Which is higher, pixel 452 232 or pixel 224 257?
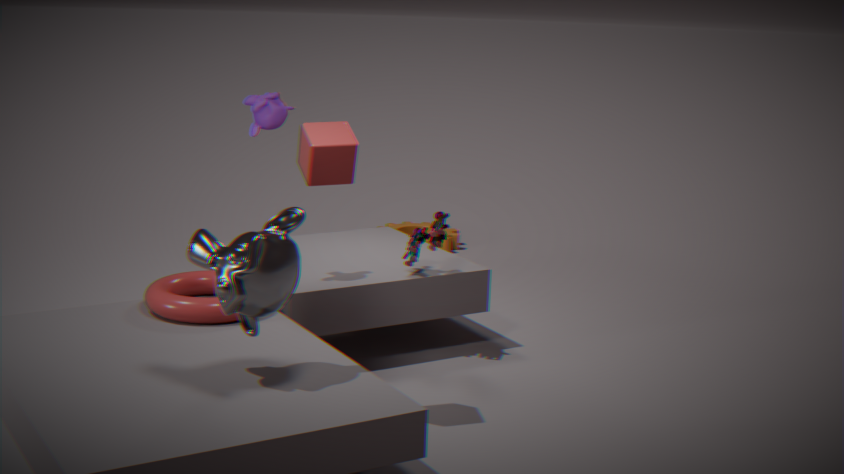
pixel 224 257
